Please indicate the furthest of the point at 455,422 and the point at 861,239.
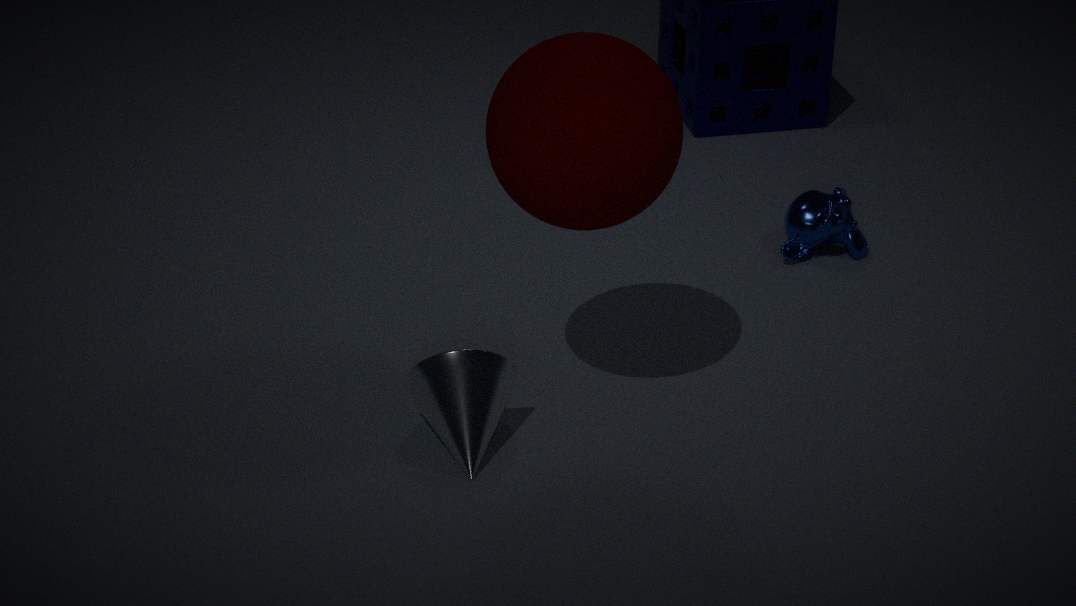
the point at 861,239
